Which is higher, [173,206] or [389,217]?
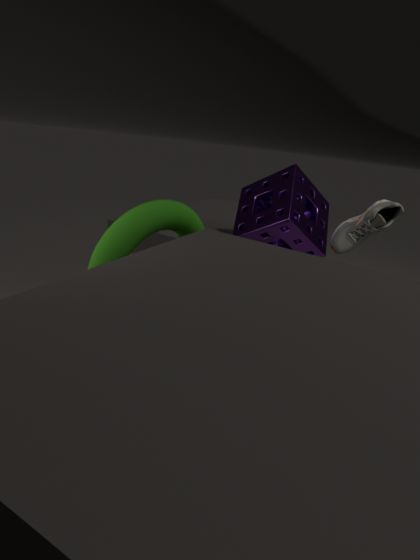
[389,217]
